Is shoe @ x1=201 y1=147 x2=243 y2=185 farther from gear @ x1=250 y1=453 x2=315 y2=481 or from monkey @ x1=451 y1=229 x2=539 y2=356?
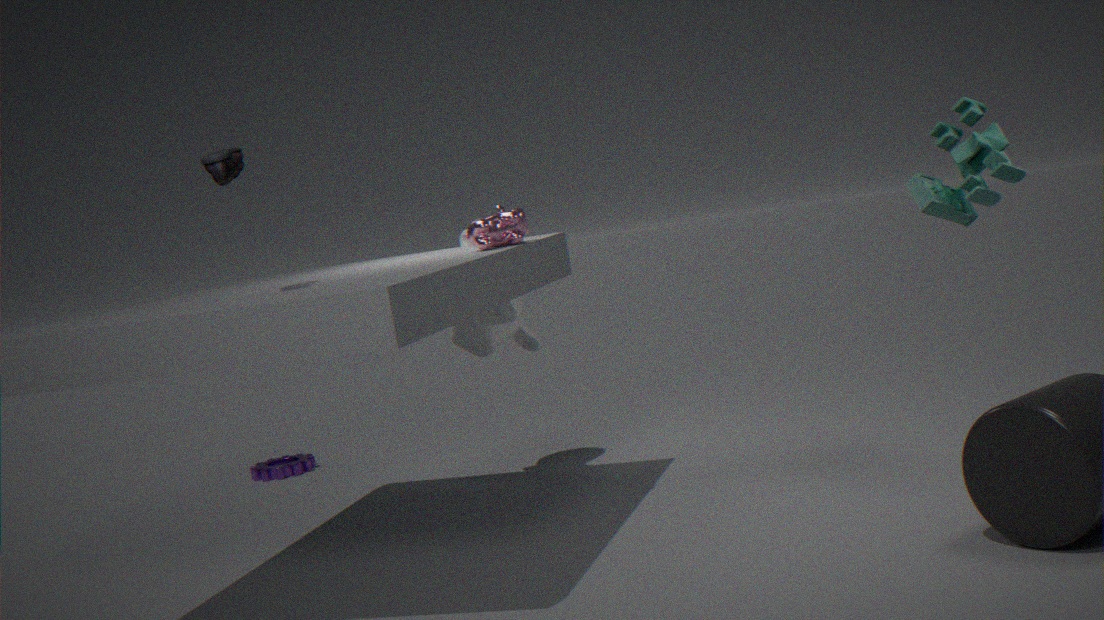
gear @ x1=250 y1=453 x2=315 y2=481
